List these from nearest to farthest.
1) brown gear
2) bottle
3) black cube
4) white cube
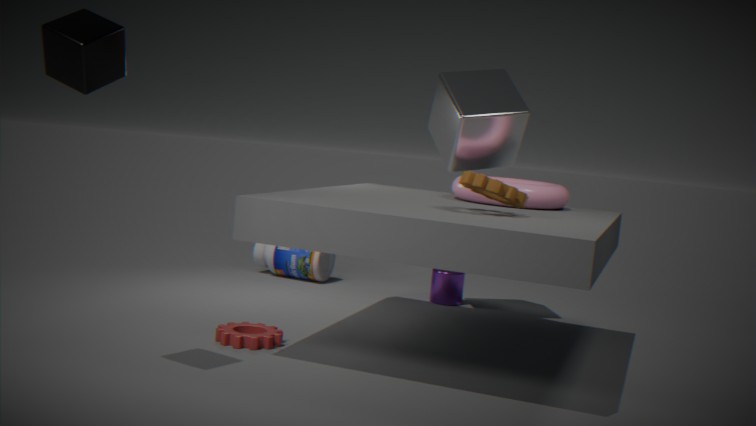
1. 3. black cube
2. 1. brown gear
3. 4. white cube
4. 2. bottle
